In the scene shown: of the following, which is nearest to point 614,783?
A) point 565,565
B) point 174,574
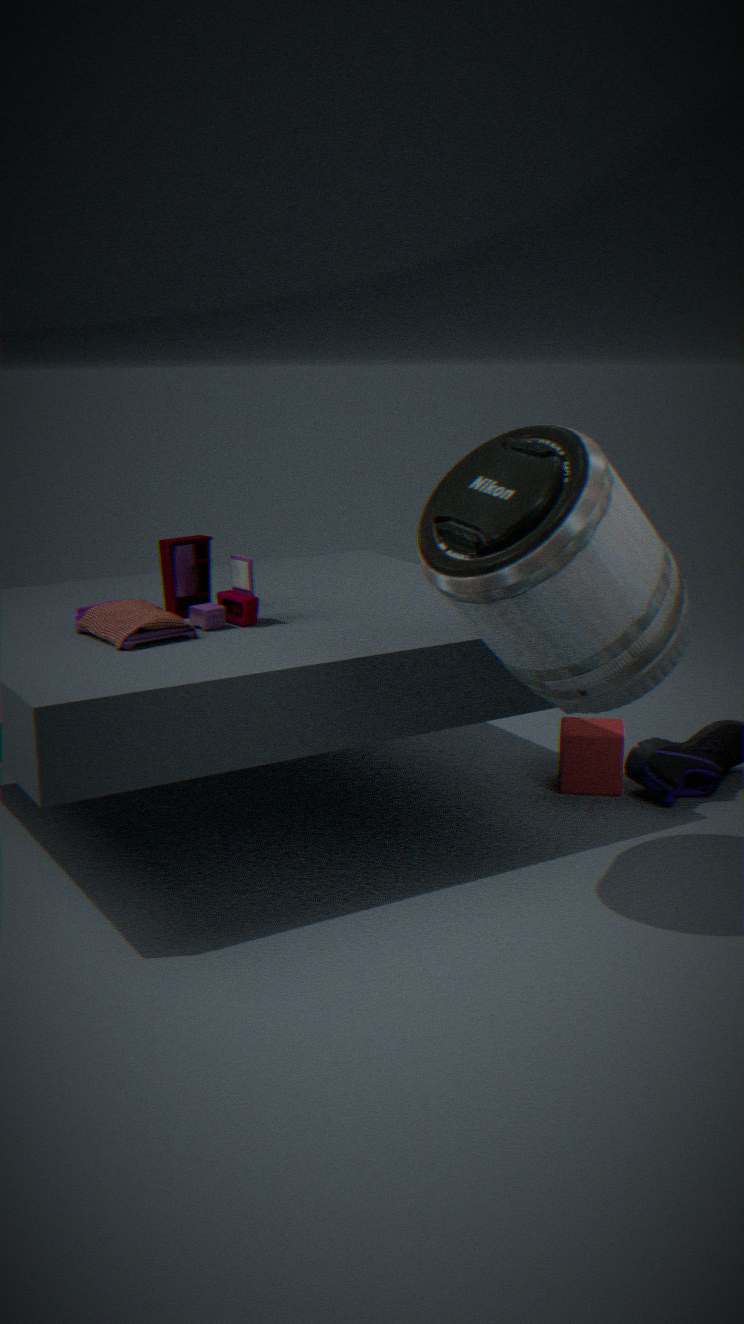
point 565,565
